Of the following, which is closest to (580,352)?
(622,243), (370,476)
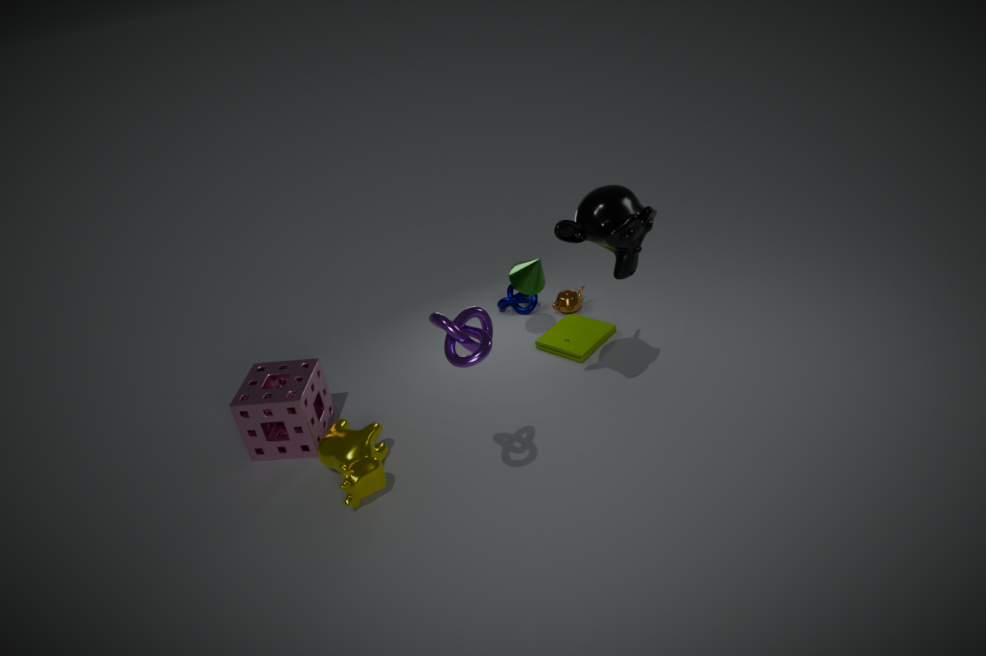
(622,243)
